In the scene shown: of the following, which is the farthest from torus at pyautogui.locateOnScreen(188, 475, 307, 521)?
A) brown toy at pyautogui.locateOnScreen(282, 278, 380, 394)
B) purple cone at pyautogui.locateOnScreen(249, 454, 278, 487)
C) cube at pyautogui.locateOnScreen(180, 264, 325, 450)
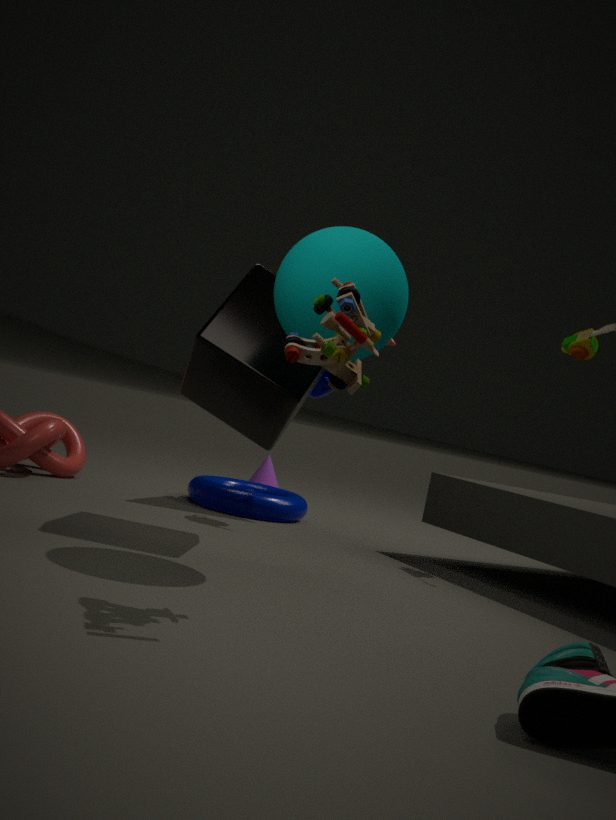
brown toy at pyautogui.locateOnScreen(282, 278, 380, 394)
